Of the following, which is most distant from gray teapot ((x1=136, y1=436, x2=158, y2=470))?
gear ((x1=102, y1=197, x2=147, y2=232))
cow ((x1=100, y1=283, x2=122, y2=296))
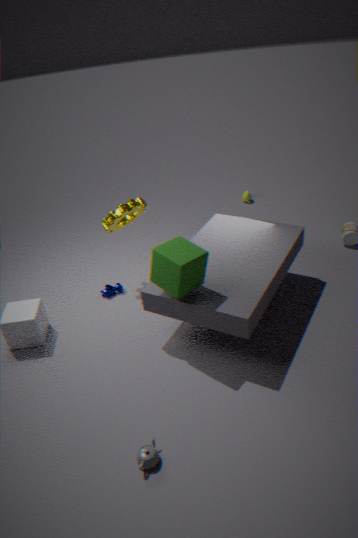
gear ((x1=102, y1=197, x2=147, y2=232))
